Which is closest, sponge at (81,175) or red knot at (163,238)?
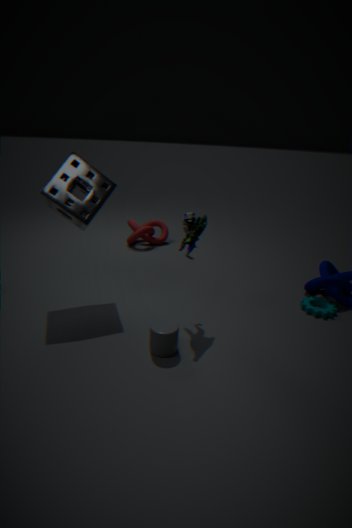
sponge at (81,175)
